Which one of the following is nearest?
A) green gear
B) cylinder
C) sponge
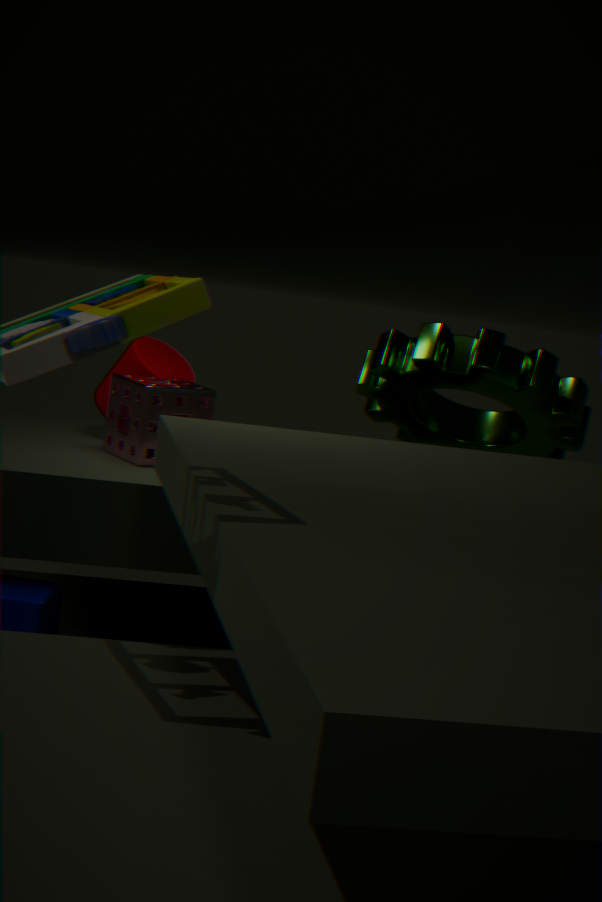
sponge
